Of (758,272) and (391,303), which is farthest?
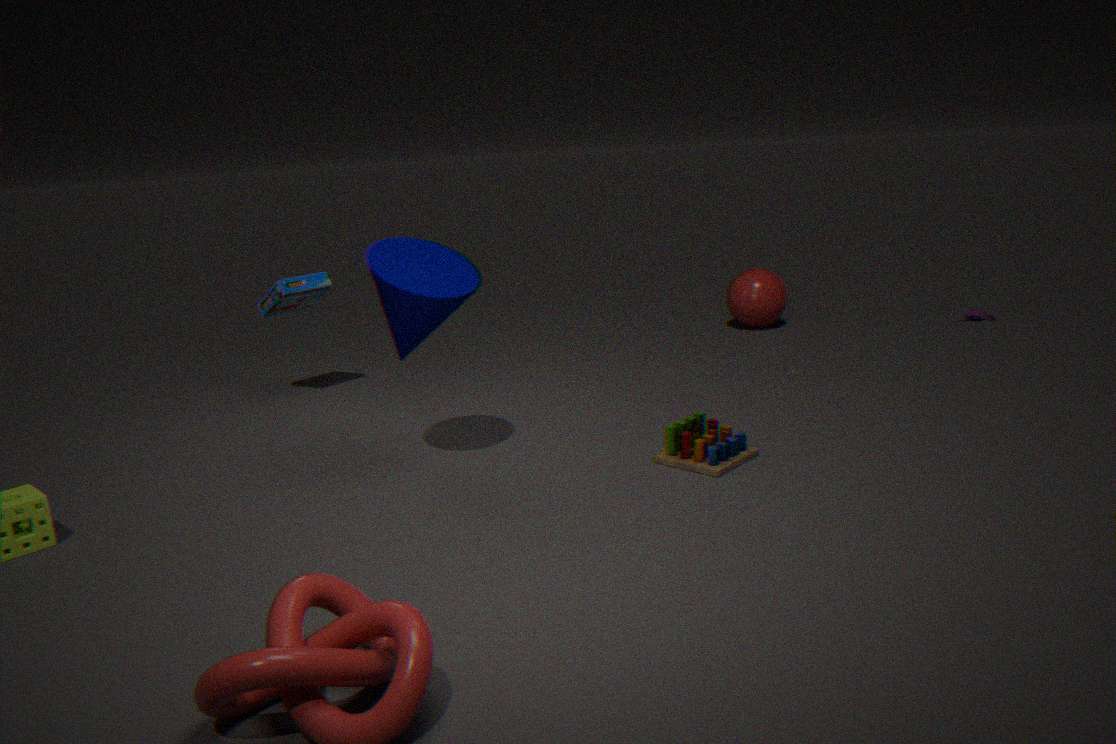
(758,272)
